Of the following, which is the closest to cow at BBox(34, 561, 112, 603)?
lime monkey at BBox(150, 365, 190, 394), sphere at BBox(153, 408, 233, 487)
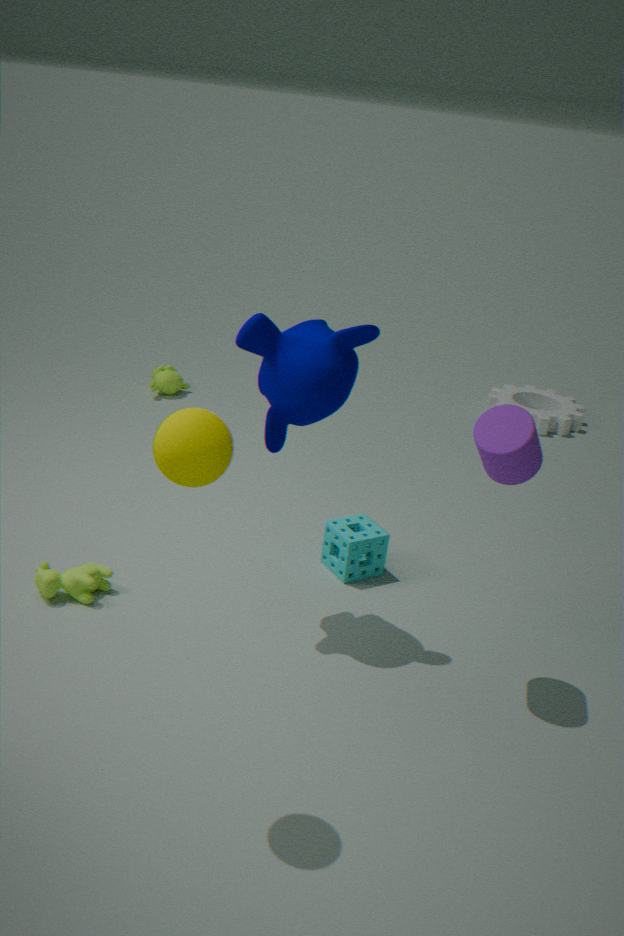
sphere at BBox(153, 408, 233, 487)
